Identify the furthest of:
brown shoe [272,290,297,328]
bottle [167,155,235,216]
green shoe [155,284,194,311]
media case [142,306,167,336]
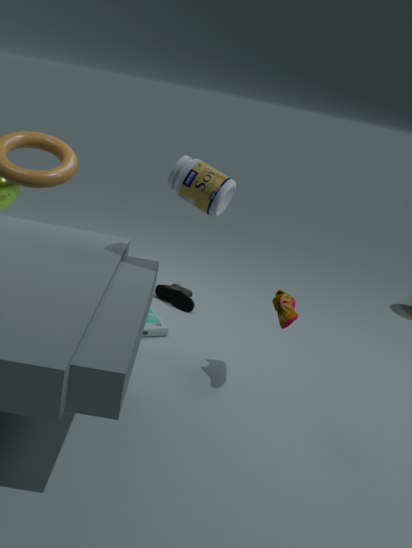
green shoe [155,284,194,311]
